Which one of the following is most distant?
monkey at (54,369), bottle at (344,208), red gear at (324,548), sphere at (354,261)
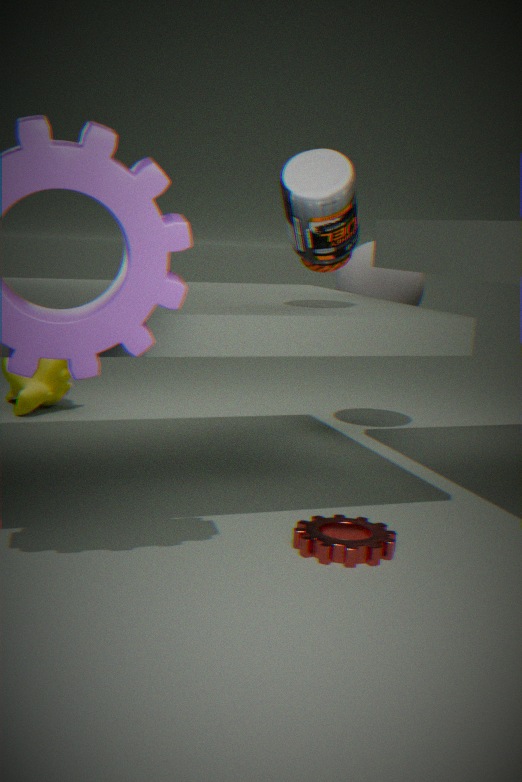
monkey at (54,369)
